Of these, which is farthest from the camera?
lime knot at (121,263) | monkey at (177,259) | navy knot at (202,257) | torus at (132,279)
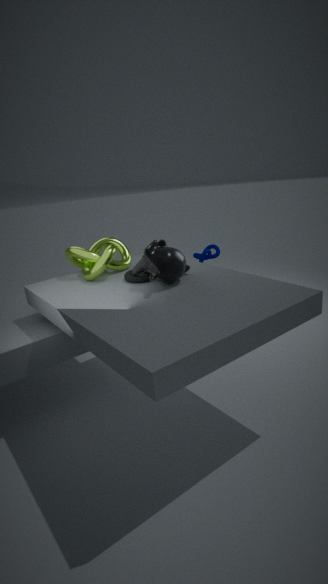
navy knot at (202,257)
